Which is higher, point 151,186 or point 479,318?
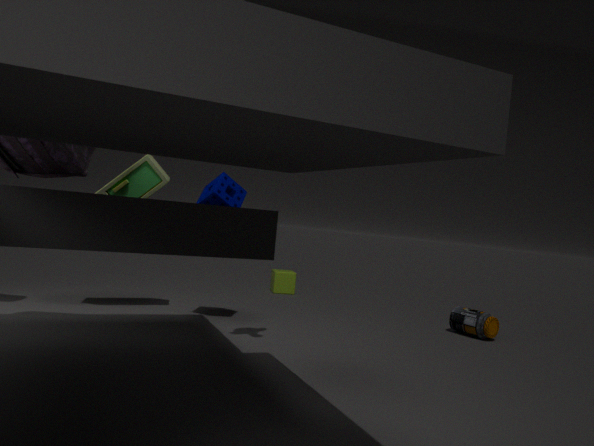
point 151,186
